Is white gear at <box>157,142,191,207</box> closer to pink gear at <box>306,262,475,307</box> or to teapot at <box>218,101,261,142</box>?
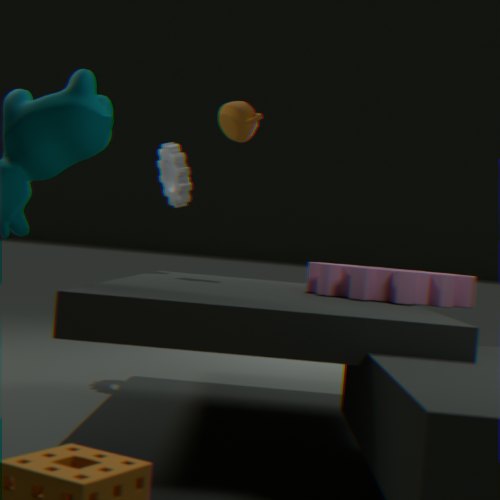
teapot at <box>218,101,261,142</box>
